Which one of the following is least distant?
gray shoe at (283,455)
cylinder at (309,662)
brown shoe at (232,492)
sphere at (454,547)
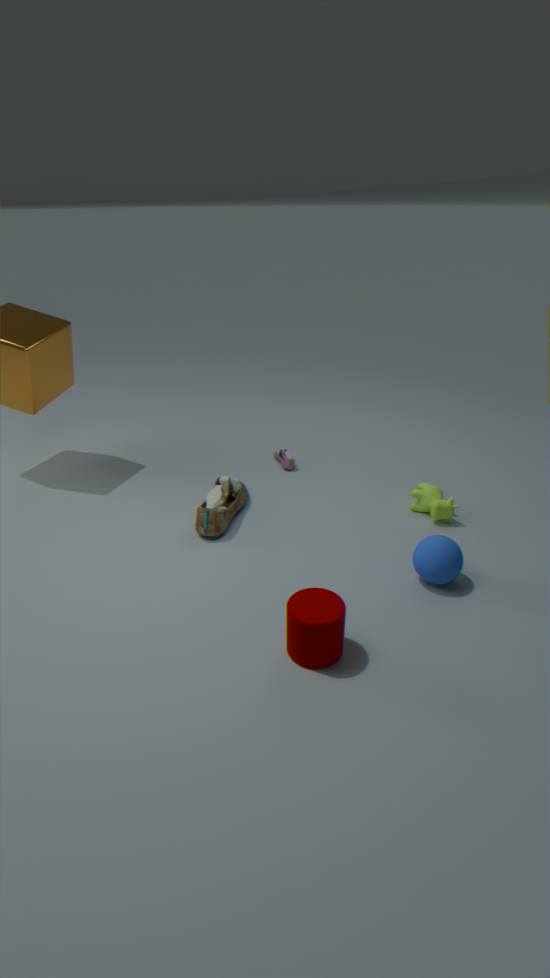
cylinder at (309,662)
